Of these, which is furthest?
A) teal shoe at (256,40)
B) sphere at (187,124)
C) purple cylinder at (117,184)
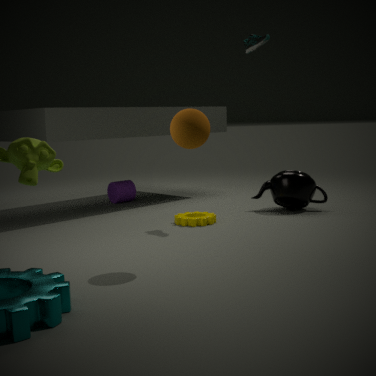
purple cylinder at (117,184)
